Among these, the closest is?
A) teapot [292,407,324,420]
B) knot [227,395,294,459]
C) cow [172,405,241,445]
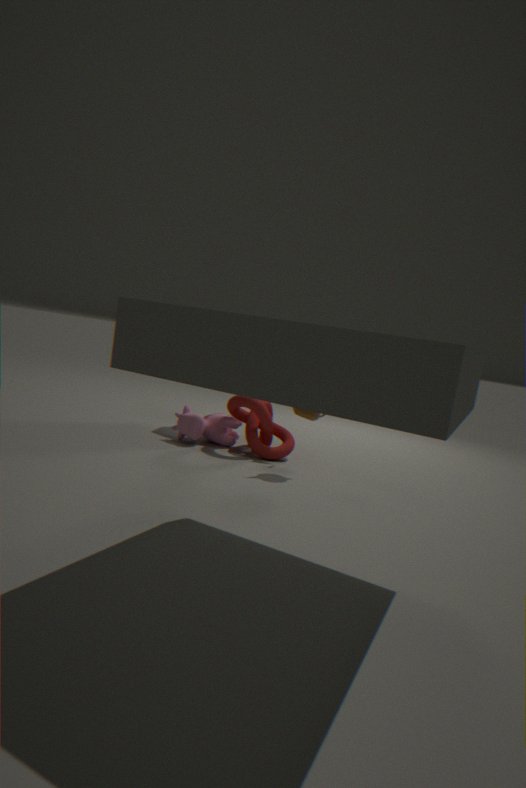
teapot [292,407,324,420]
